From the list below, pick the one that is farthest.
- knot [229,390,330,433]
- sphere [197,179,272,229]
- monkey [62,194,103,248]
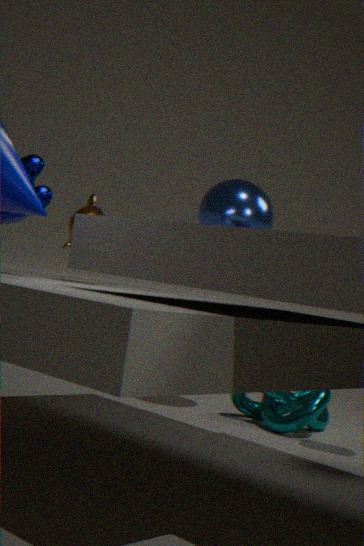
knot [229,390,330,433]
